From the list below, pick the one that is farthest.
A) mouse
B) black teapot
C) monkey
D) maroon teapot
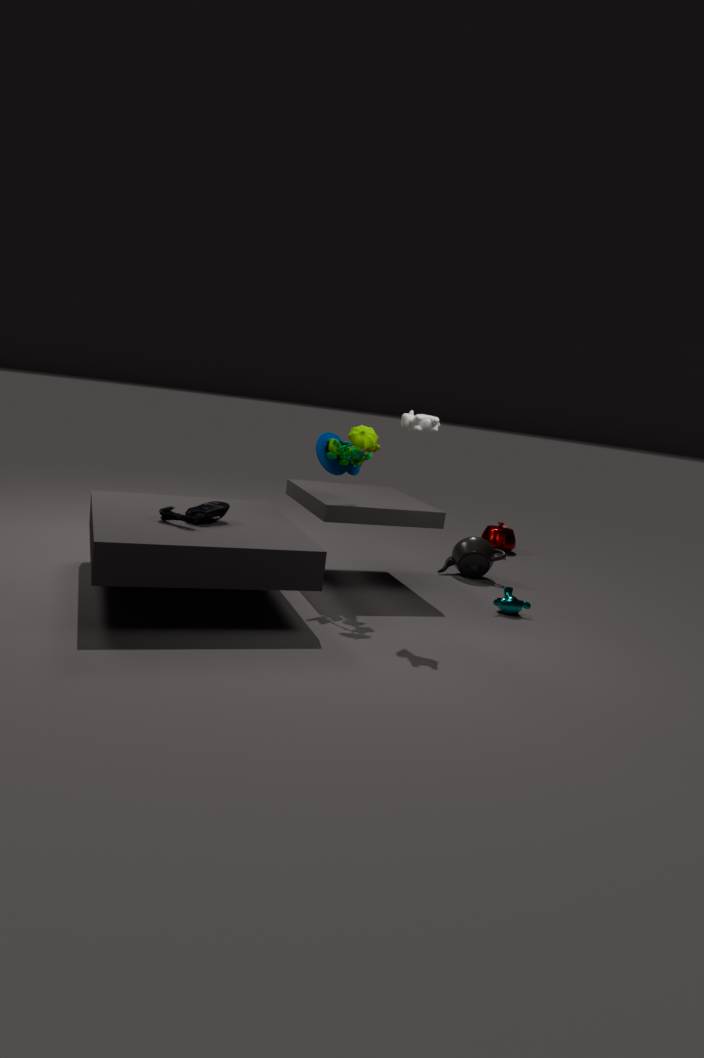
maroon teapot
